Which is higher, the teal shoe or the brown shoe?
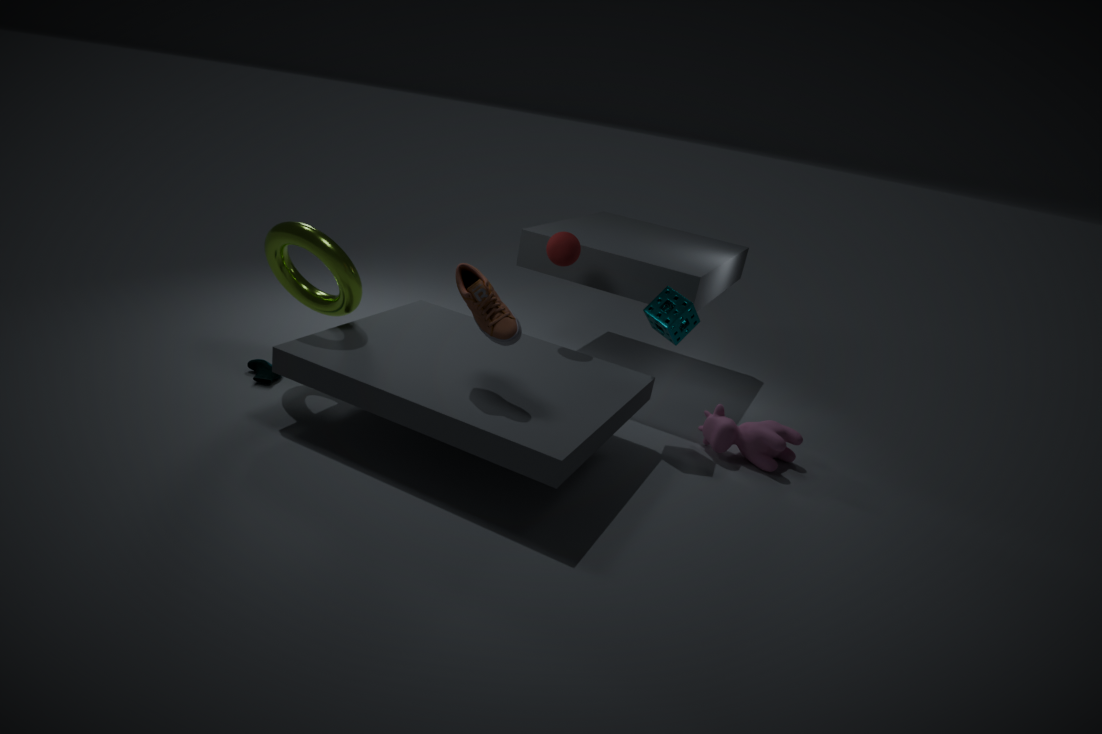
the brown shoe
